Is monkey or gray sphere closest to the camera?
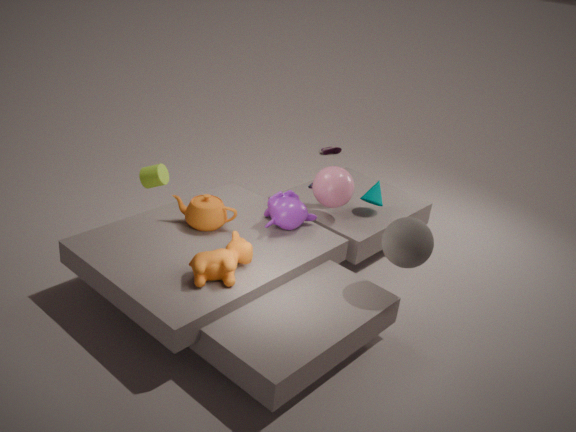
gray sphere
